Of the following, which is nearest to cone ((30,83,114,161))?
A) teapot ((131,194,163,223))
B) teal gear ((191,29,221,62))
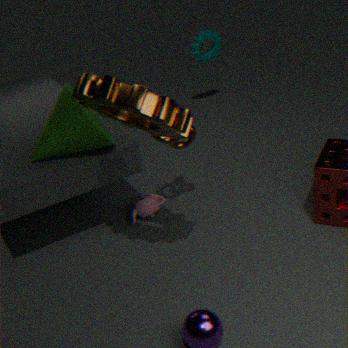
teapot ((131,194,163,223))
